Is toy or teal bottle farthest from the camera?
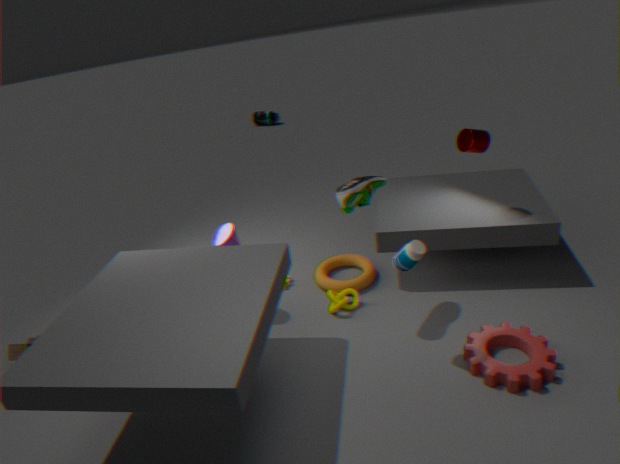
teal bottle
